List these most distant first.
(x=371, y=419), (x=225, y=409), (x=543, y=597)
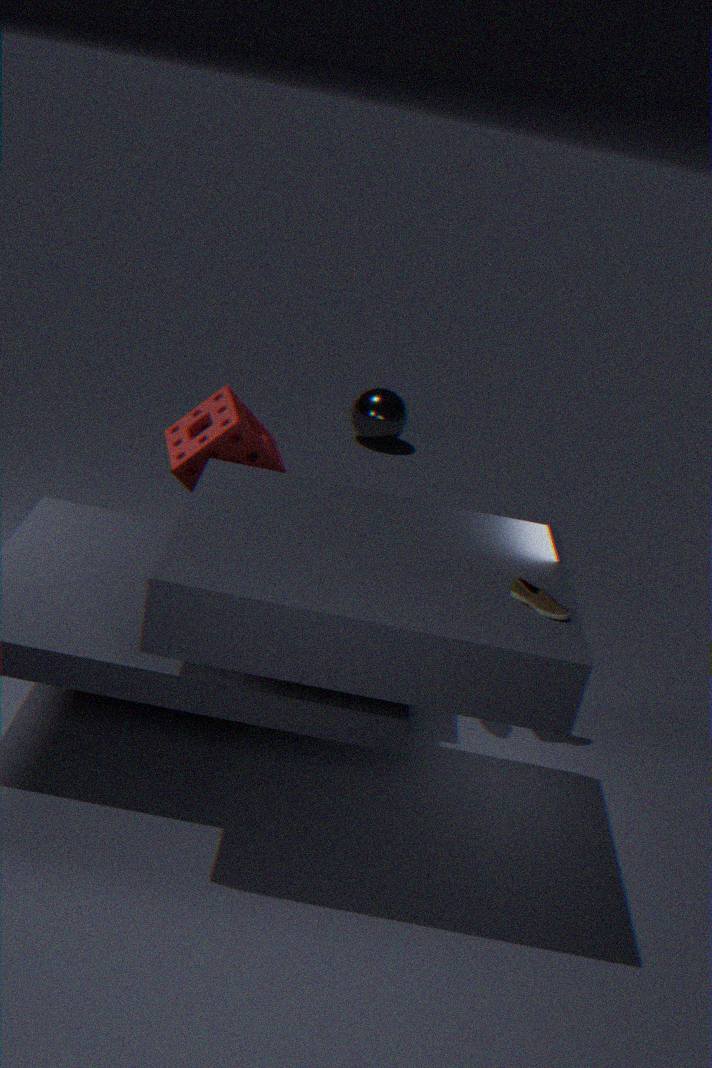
(x=371, y=419), (x=225, y=409), (x=543, y=597)
